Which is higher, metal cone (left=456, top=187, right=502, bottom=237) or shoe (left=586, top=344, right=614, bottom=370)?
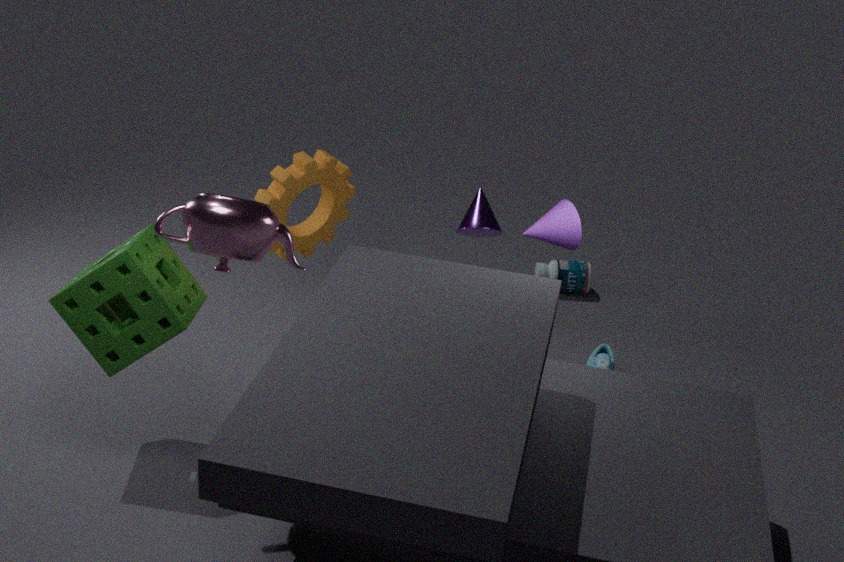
metal cone (left=456, top=187, right=502, bottom=237)
